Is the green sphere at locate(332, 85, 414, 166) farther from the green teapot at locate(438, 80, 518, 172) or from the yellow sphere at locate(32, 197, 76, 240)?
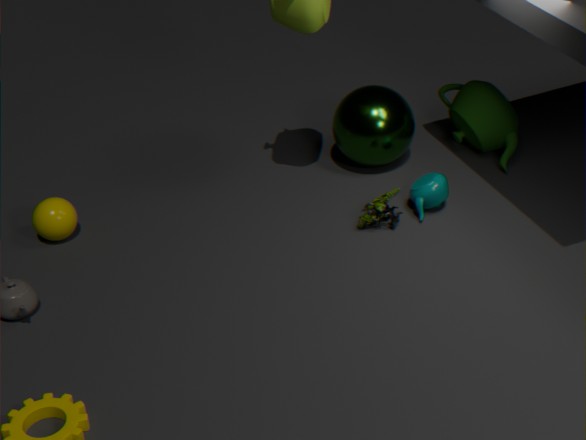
the yellow sphere at locate(32, 197, 76, 240)
